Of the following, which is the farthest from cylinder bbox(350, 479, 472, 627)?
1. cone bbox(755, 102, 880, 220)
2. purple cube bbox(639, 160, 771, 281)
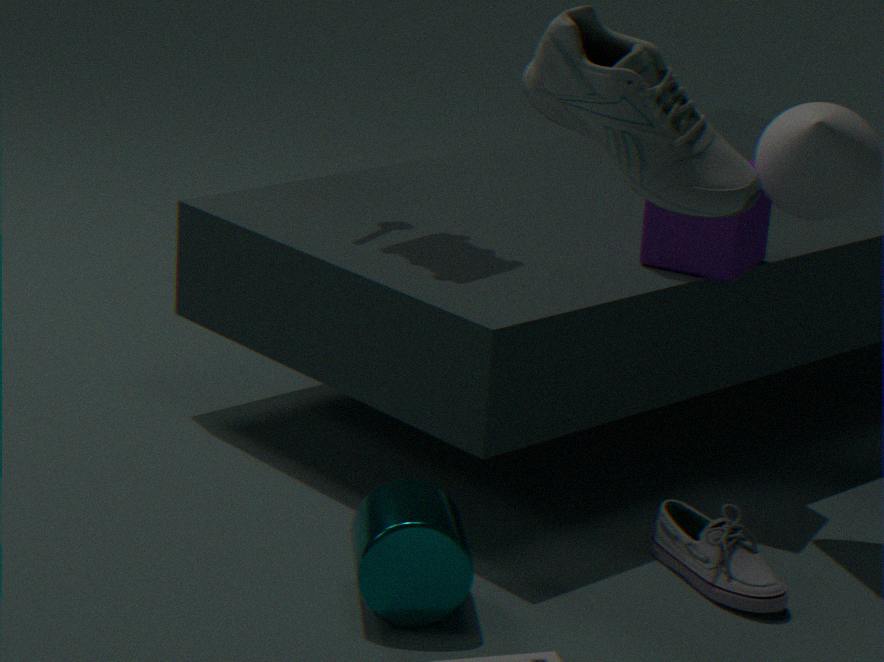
cone bbox(755, 102, 880, 220)
